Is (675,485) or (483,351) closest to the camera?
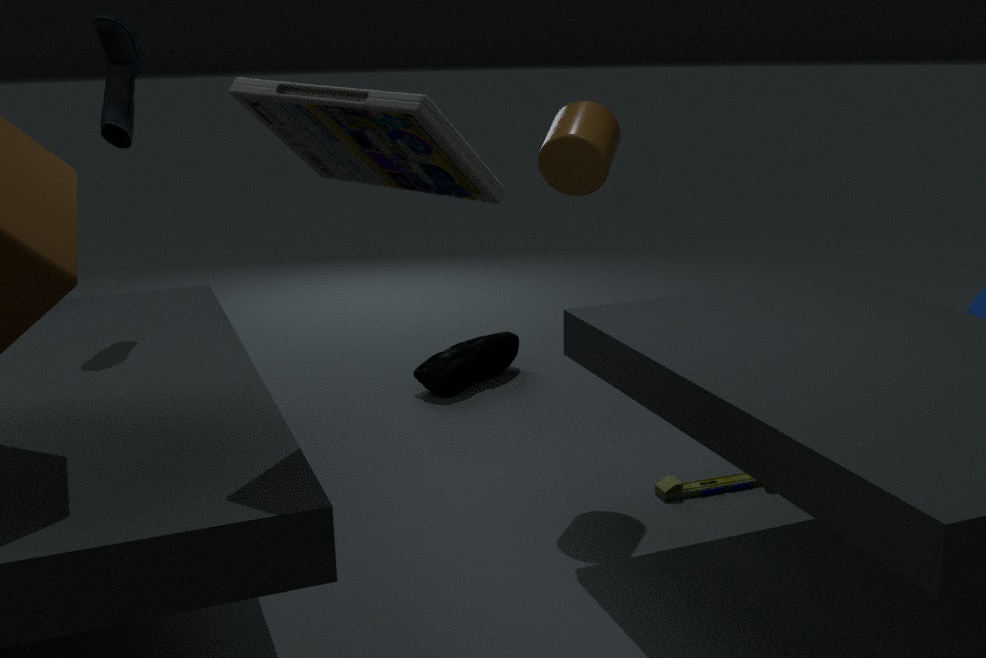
(675,485)
